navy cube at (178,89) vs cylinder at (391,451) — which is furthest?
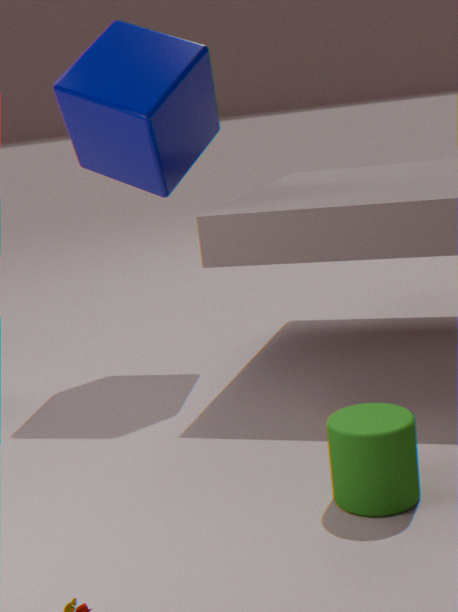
navy cube at (178,89)
